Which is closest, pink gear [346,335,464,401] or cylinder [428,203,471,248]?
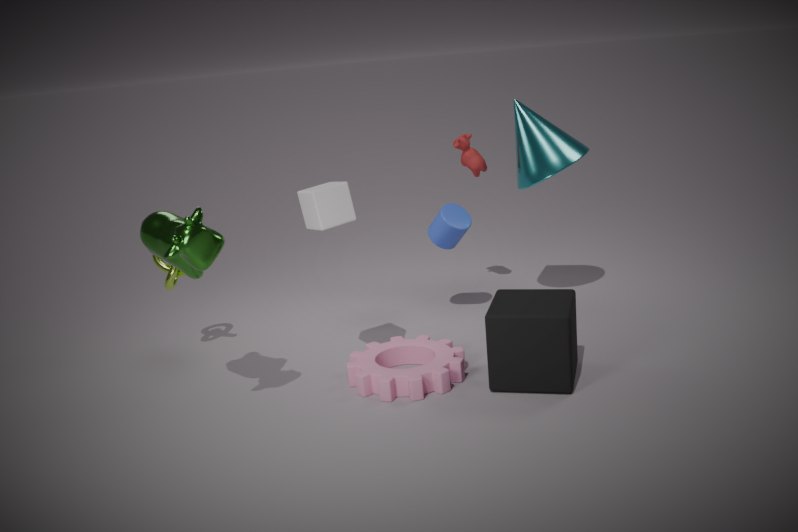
pink gear [346,335,464,401]
